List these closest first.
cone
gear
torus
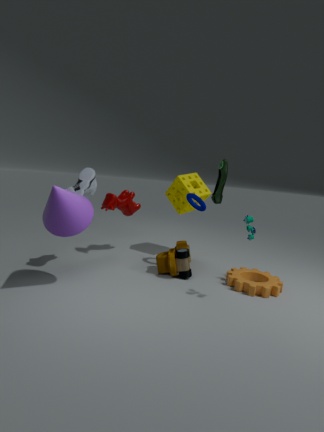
cone < gear < torus
